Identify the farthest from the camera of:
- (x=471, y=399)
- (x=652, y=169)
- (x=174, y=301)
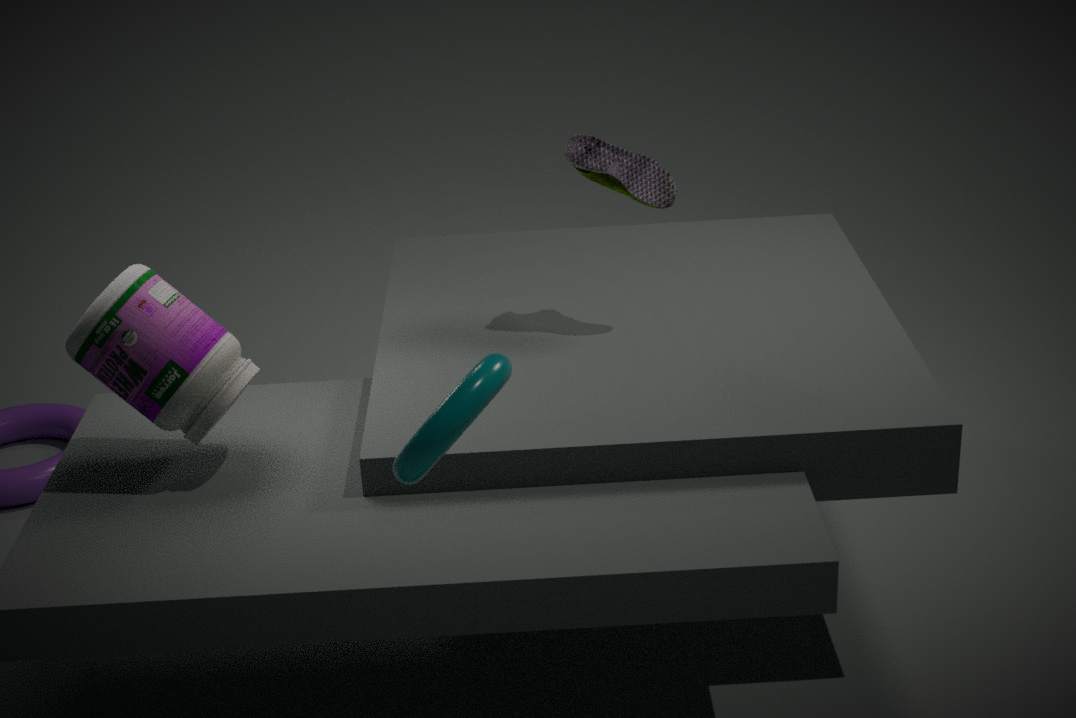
(x=652, y=169)
